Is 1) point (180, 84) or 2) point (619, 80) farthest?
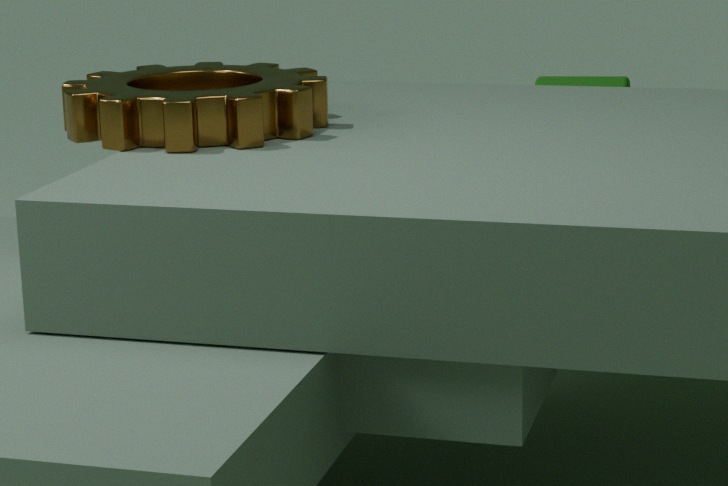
2. point (619, 80)
